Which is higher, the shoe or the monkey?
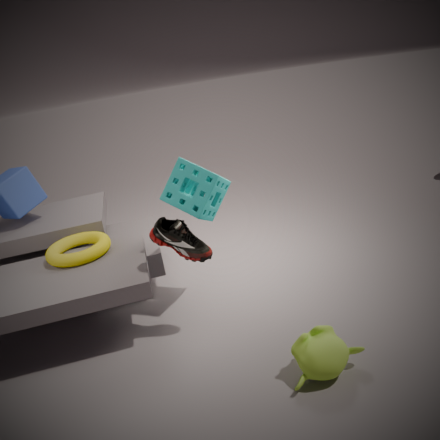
the shoe
